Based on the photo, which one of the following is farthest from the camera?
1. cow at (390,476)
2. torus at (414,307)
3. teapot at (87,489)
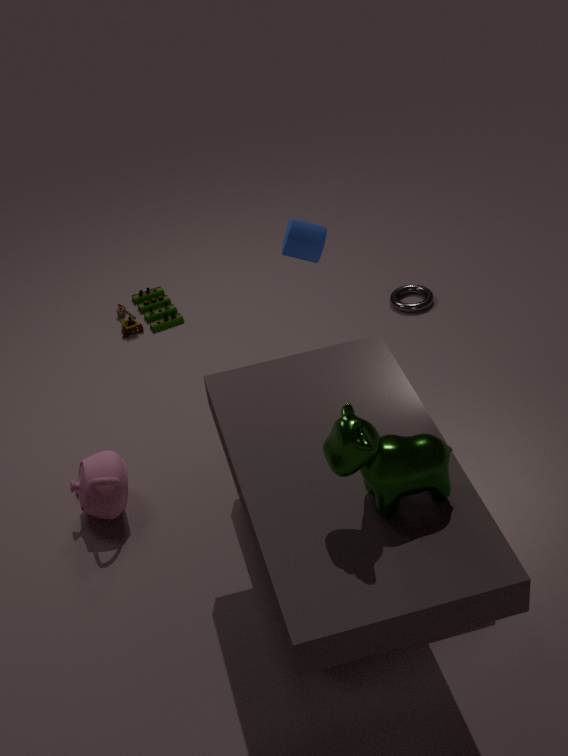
torus at (414,307)
